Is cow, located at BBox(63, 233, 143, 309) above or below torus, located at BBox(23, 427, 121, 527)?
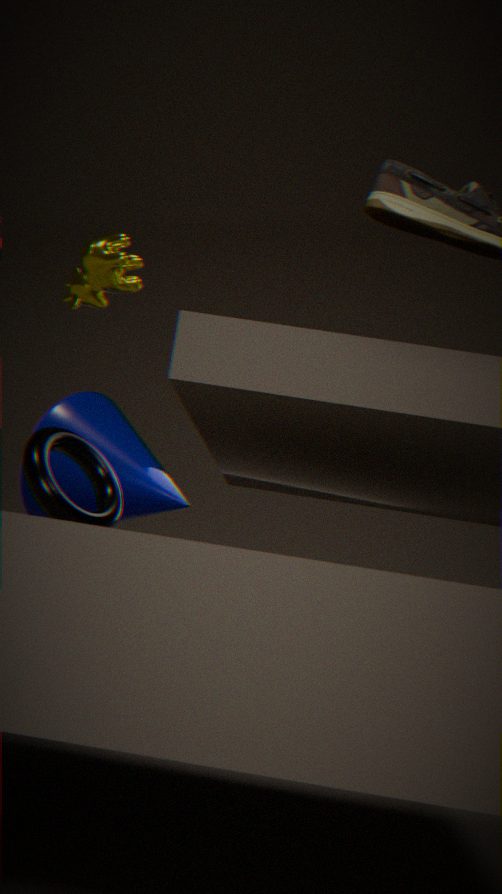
above
